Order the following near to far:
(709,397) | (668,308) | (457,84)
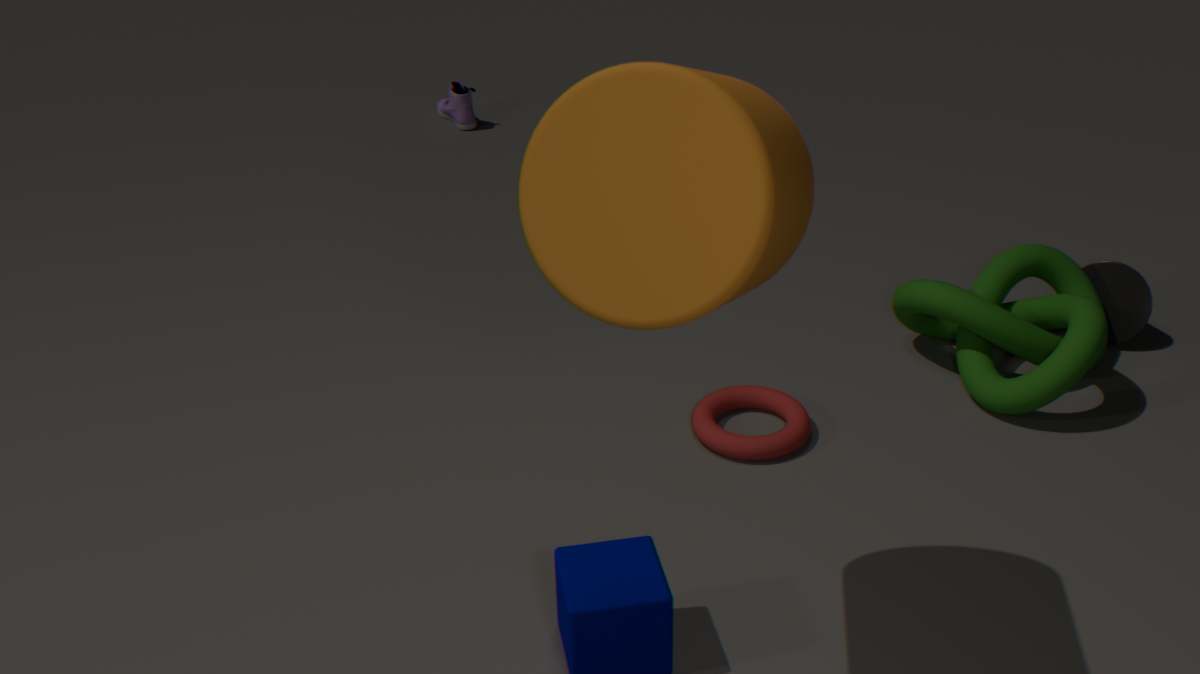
1. (668,308)
2. (709,397)
3. (457,84)
